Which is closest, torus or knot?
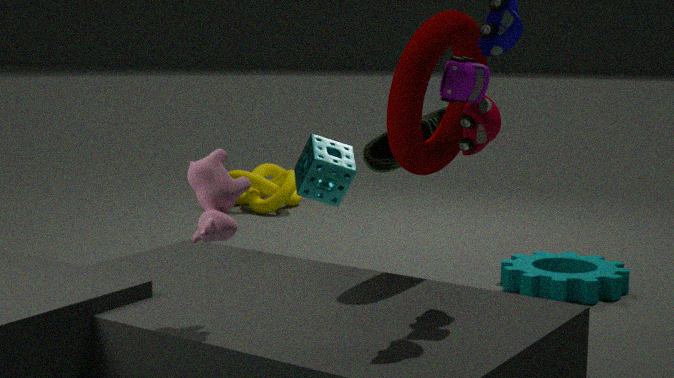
torus
